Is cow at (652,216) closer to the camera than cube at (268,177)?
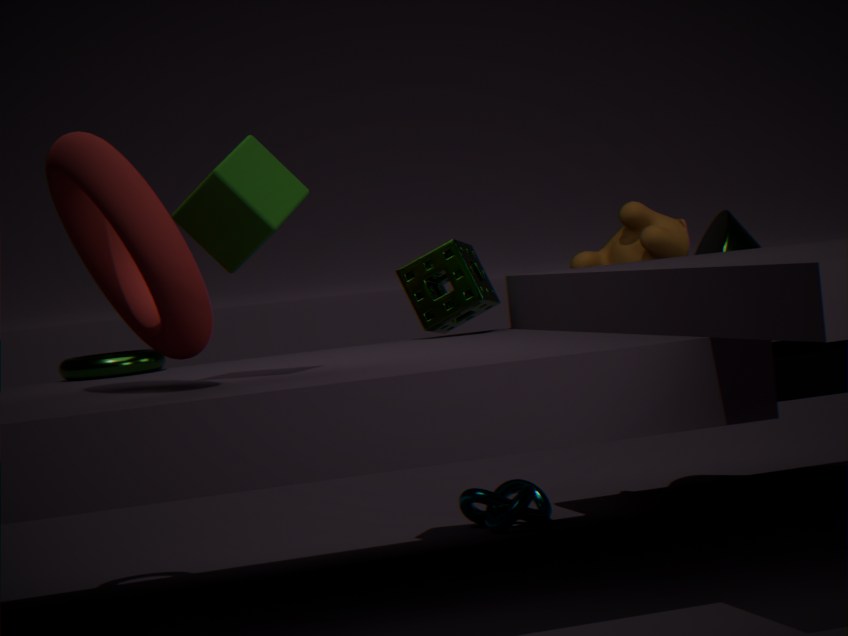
No
